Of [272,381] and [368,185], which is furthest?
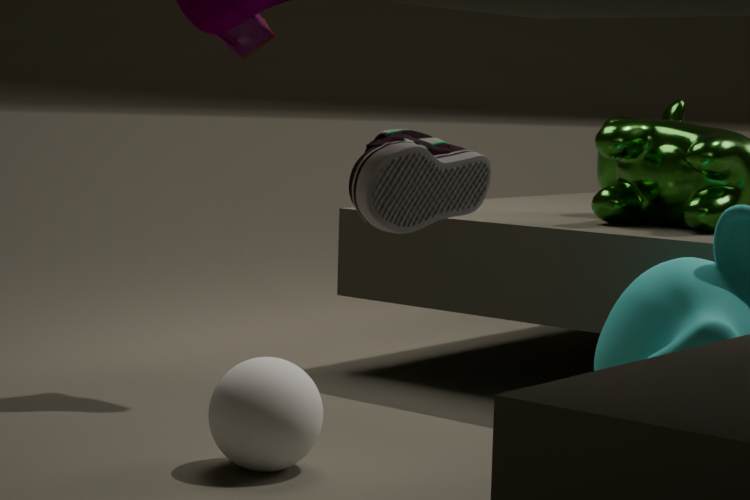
[272,381]
